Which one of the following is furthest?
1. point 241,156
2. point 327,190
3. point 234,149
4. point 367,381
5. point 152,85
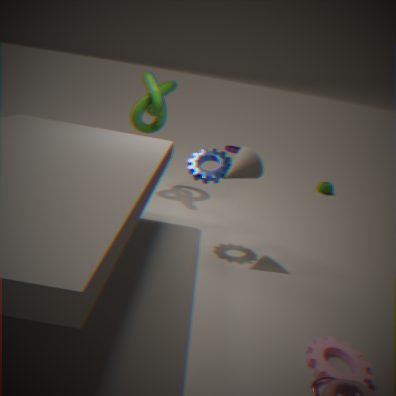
point 234,149
